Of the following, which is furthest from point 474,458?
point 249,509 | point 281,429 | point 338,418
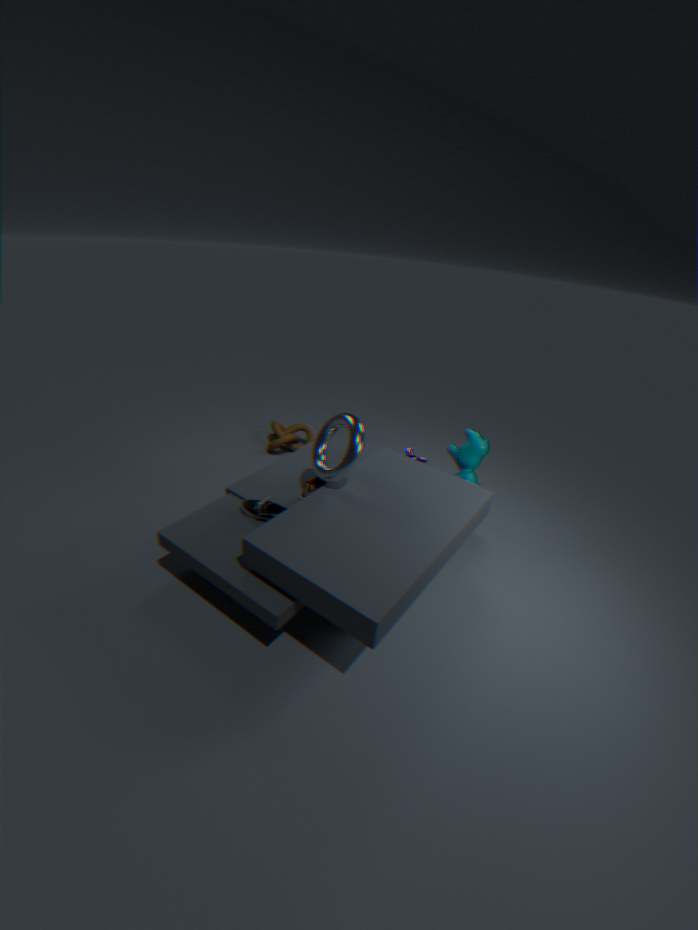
point 281,429
